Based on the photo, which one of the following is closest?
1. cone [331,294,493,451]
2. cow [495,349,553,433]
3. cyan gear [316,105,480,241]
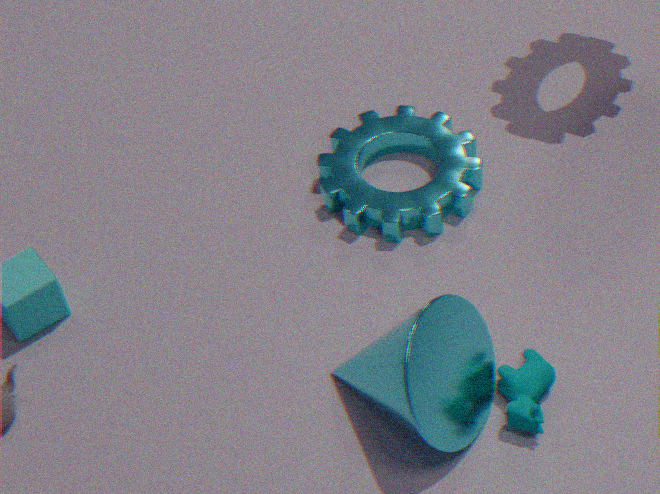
cone [331,294,493,451]
